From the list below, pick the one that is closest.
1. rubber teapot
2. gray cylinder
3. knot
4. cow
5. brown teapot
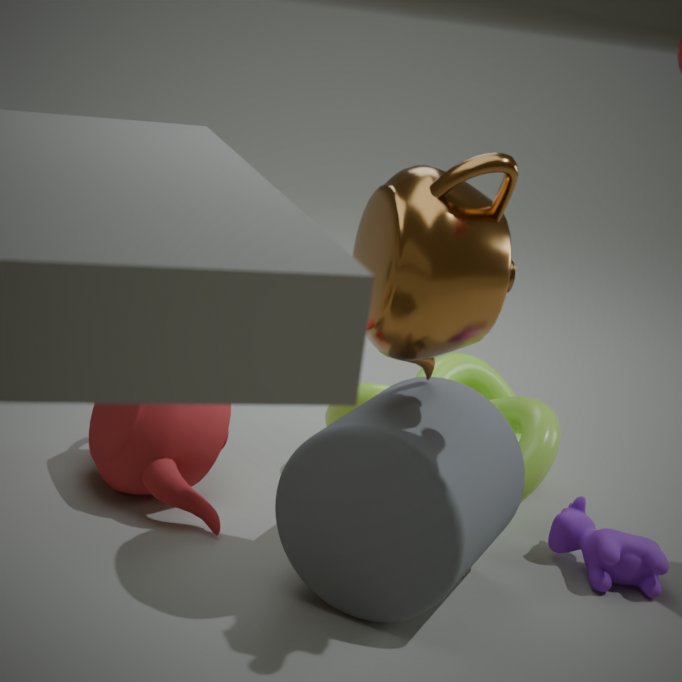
brown teapot
